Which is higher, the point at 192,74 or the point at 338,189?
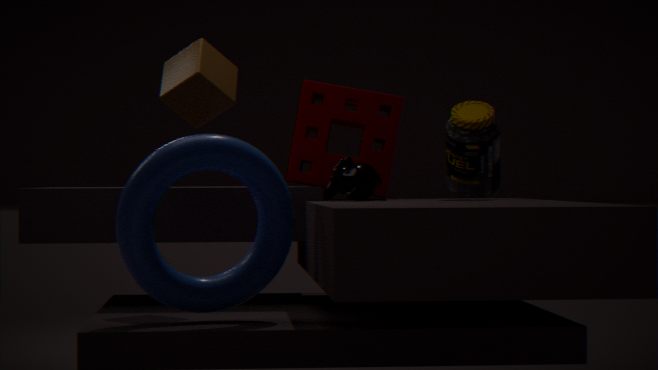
the point at 192,74
